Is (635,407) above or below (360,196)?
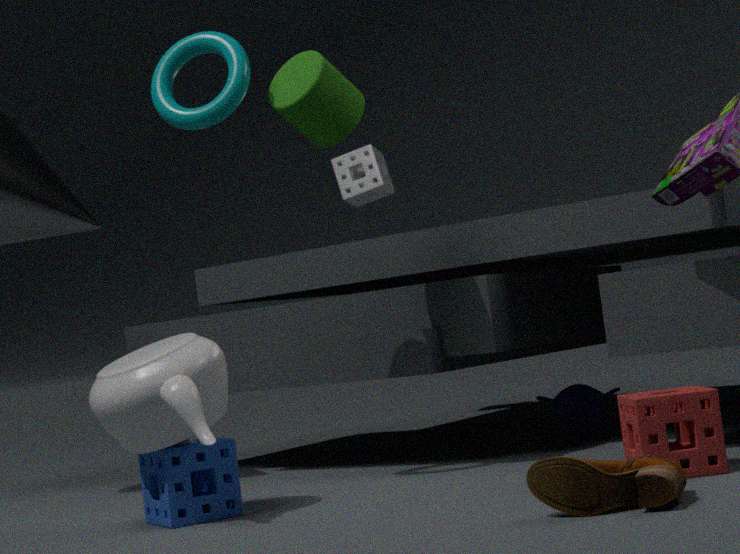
below
